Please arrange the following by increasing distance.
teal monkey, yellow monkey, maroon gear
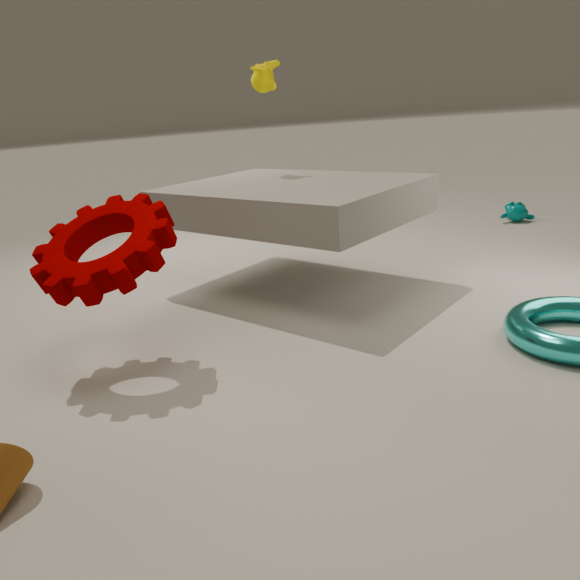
maroon gear → yellow monkey → teal monkey
